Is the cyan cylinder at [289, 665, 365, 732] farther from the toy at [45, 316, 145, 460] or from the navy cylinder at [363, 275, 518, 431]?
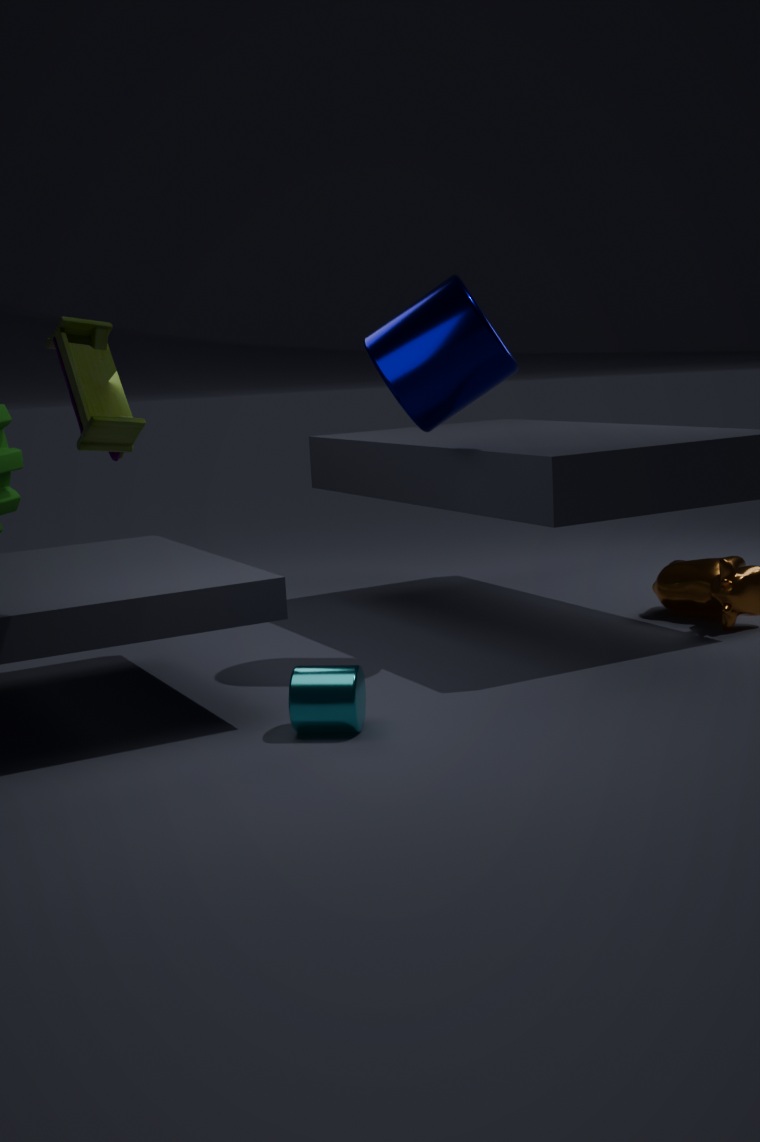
the navy cylinder at [363, 275, 518, 431]
